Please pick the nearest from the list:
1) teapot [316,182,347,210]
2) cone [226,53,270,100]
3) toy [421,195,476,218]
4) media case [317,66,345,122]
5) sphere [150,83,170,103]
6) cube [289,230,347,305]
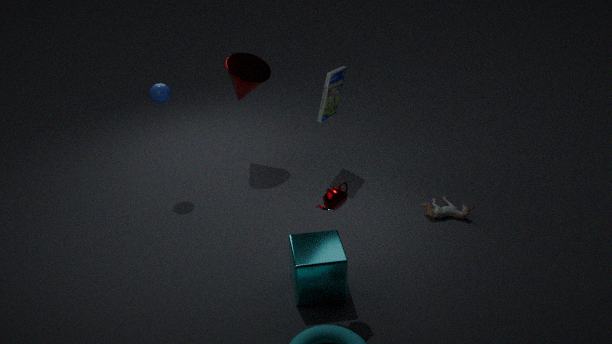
1. teapot [316,182,347,210]
